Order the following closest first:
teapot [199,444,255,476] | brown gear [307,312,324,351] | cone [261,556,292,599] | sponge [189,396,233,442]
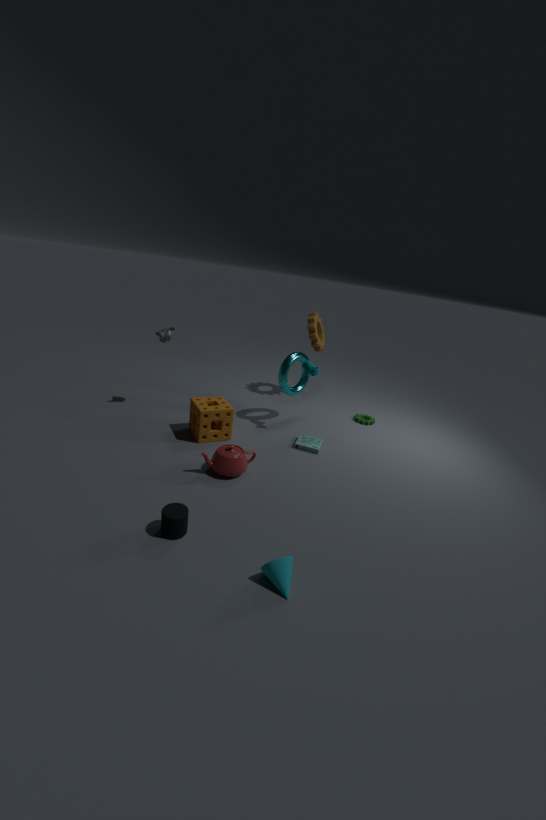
cone [261,556,292,599], teapot [199,444,255,476], sponge [189,396,233,442], brown gear [307,312,324,351]
